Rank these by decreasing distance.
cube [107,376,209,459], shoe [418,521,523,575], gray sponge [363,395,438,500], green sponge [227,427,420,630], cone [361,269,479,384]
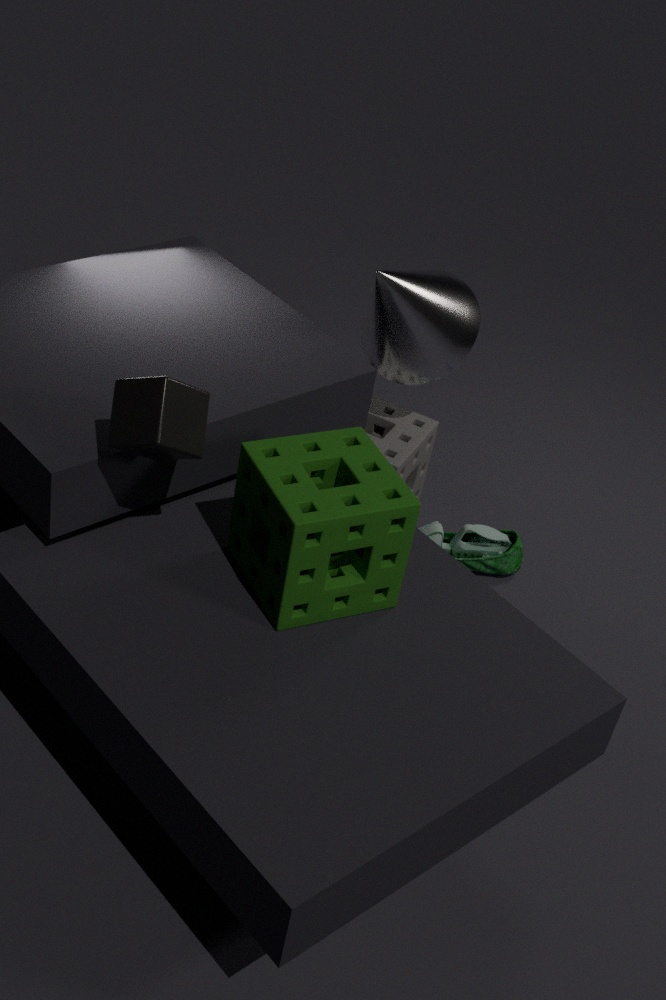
shoe [418,521,523,575]
gray sponge [363,395,438,500]
cone [361,269,479,384]
green sponge [227,427,420,630]
cube [107,376,209,459]
